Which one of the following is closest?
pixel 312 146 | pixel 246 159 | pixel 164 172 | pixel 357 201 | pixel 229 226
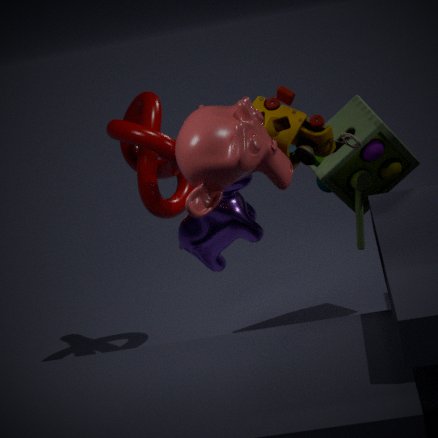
pixel 246 159
